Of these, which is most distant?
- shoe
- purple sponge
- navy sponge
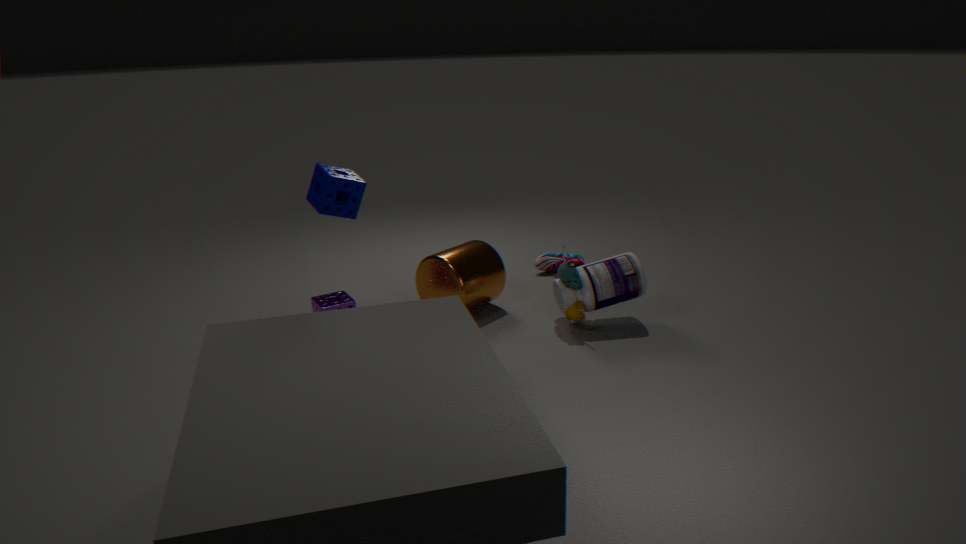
shoe
